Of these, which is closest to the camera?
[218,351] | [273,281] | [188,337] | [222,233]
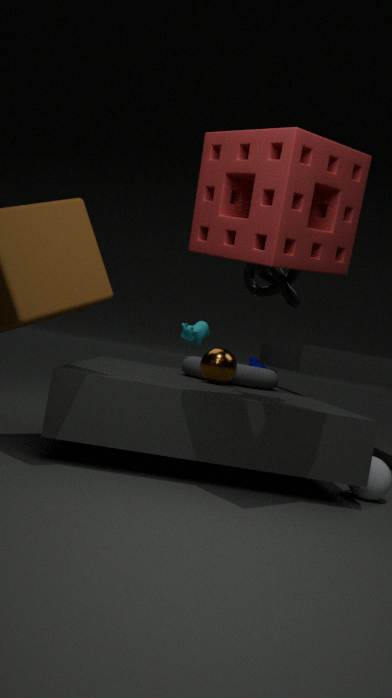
[222,233]
